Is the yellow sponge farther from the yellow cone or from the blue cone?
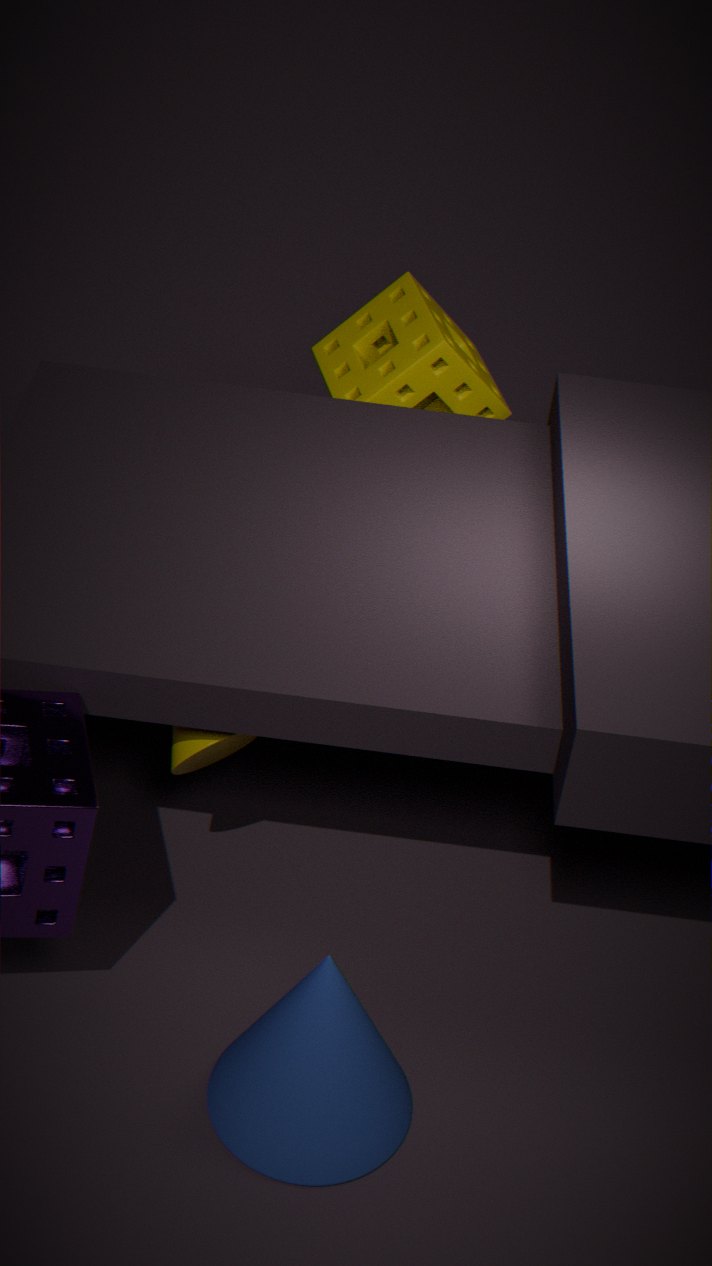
the blue cone
